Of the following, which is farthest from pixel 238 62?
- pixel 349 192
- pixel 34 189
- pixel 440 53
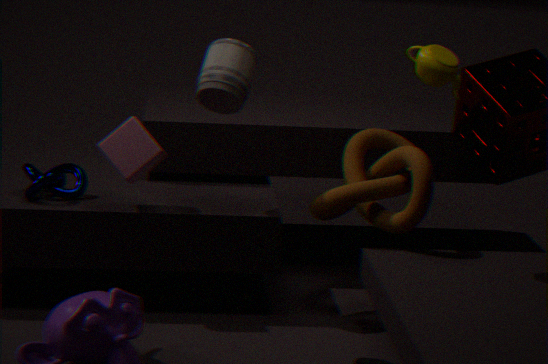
pixel 440 53
